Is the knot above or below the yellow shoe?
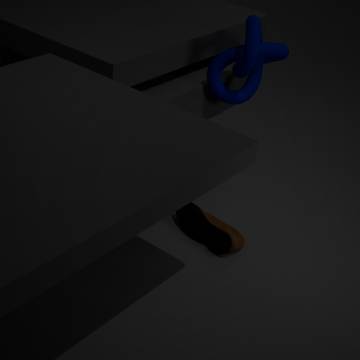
above
